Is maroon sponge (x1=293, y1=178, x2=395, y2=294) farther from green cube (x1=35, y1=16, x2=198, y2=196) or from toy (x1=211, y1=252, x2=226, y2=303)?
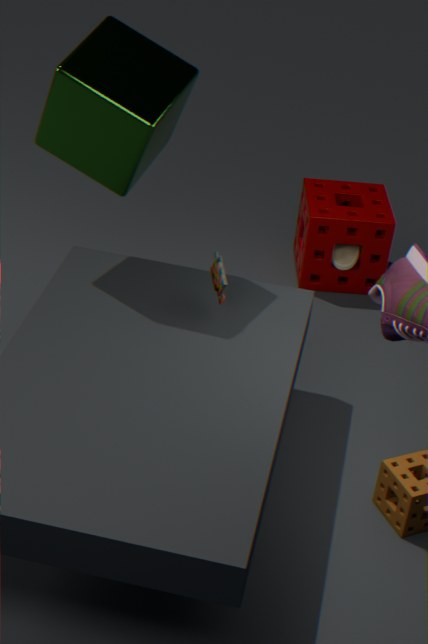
toy (x1=211, y1=252, x2=226, y2=303)
